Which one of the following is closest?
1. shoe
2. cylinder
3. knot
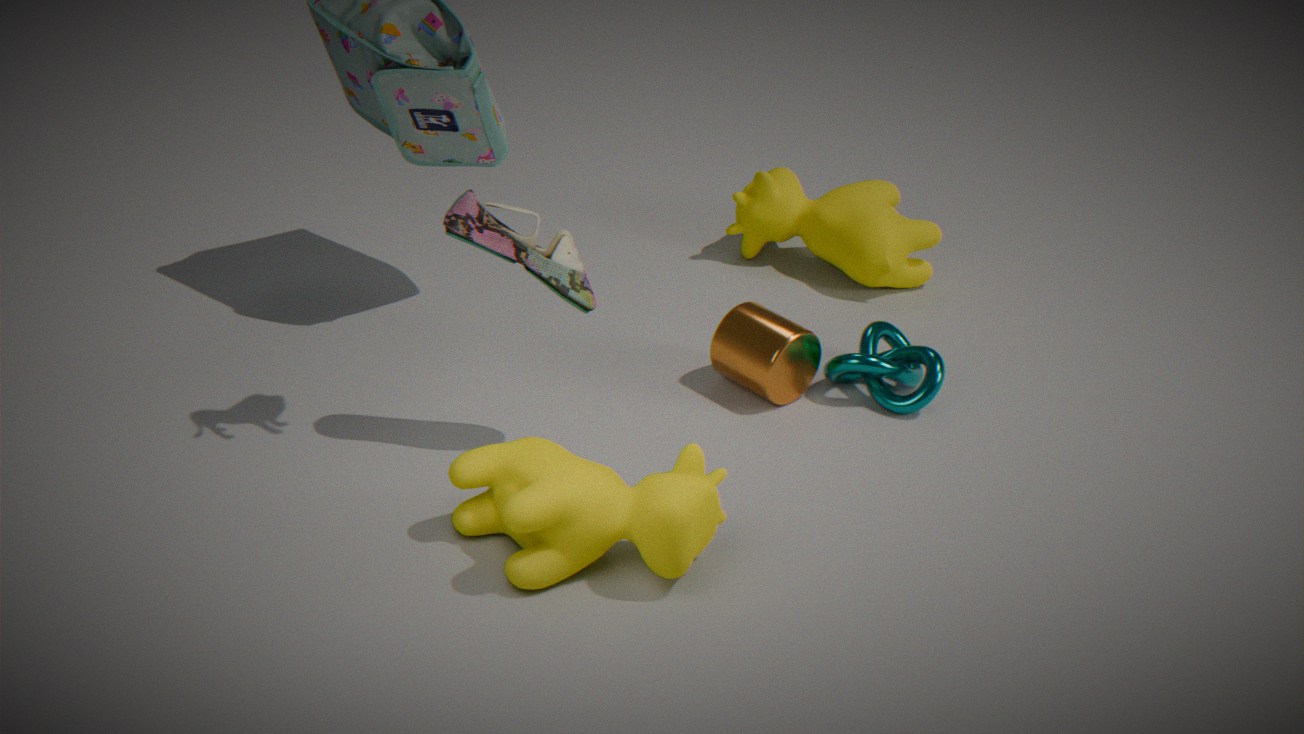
shoe
